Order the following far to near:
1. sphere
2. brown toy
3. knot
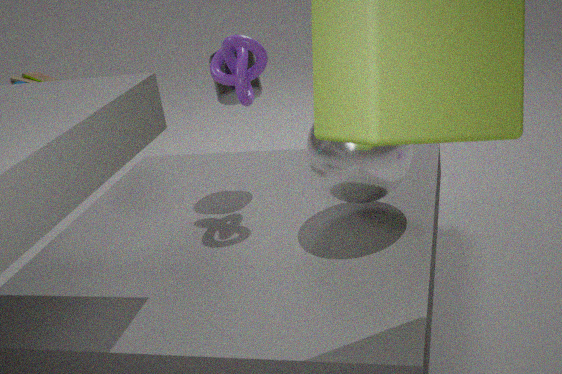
brown toy
knot
sphere
